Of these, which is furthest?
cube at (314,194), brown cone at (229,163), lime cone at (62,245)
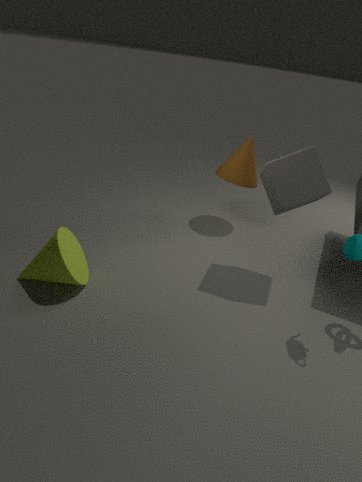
brown cone at (229,163)
